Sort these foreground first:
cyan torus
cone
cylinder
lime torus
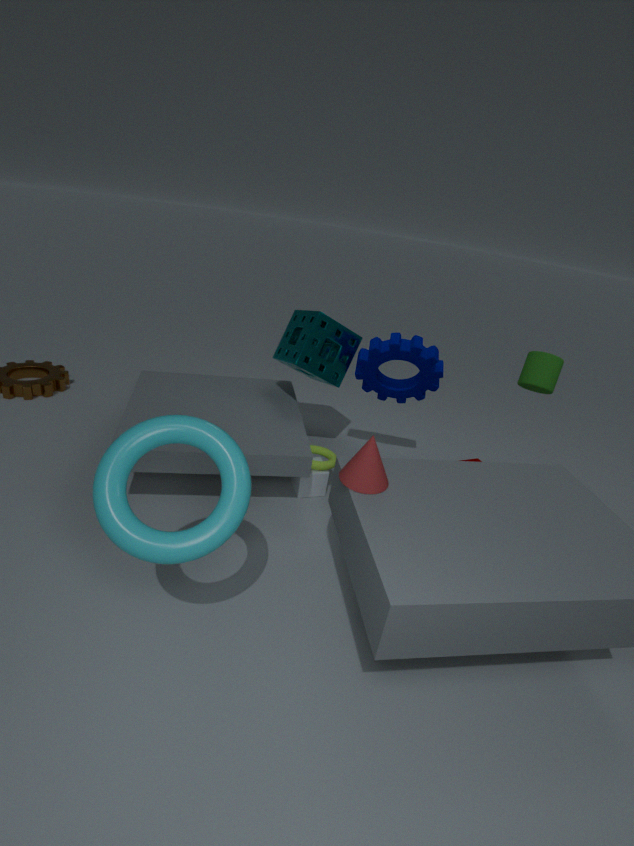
cyan torus → cone → cylinder → lime torus
